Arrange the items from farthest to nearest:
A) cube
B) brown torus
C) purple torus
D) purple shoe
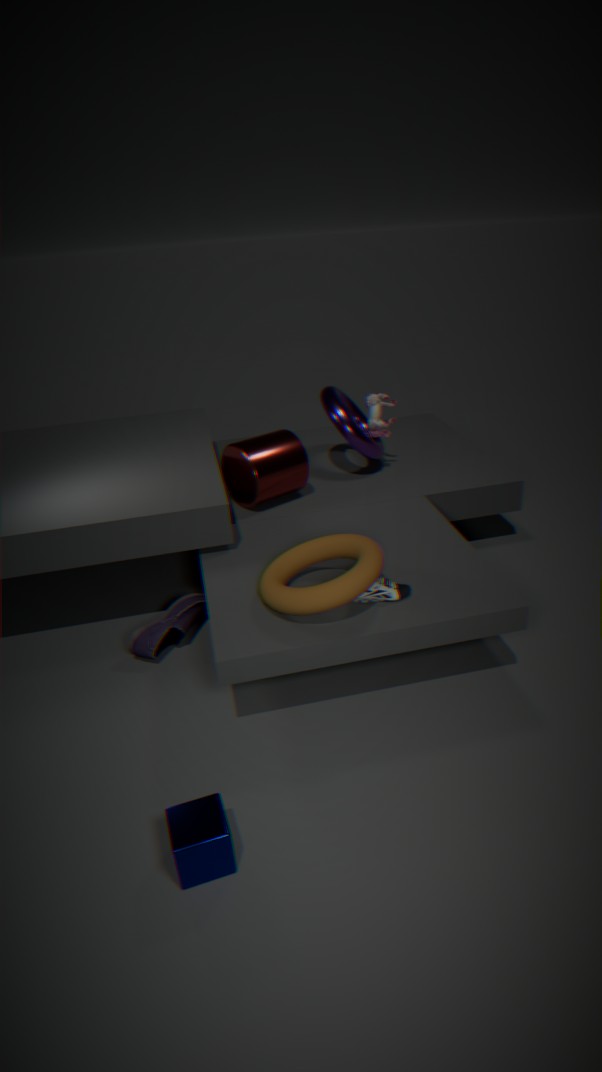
purple torus
purple shoe
brown torus
cube
